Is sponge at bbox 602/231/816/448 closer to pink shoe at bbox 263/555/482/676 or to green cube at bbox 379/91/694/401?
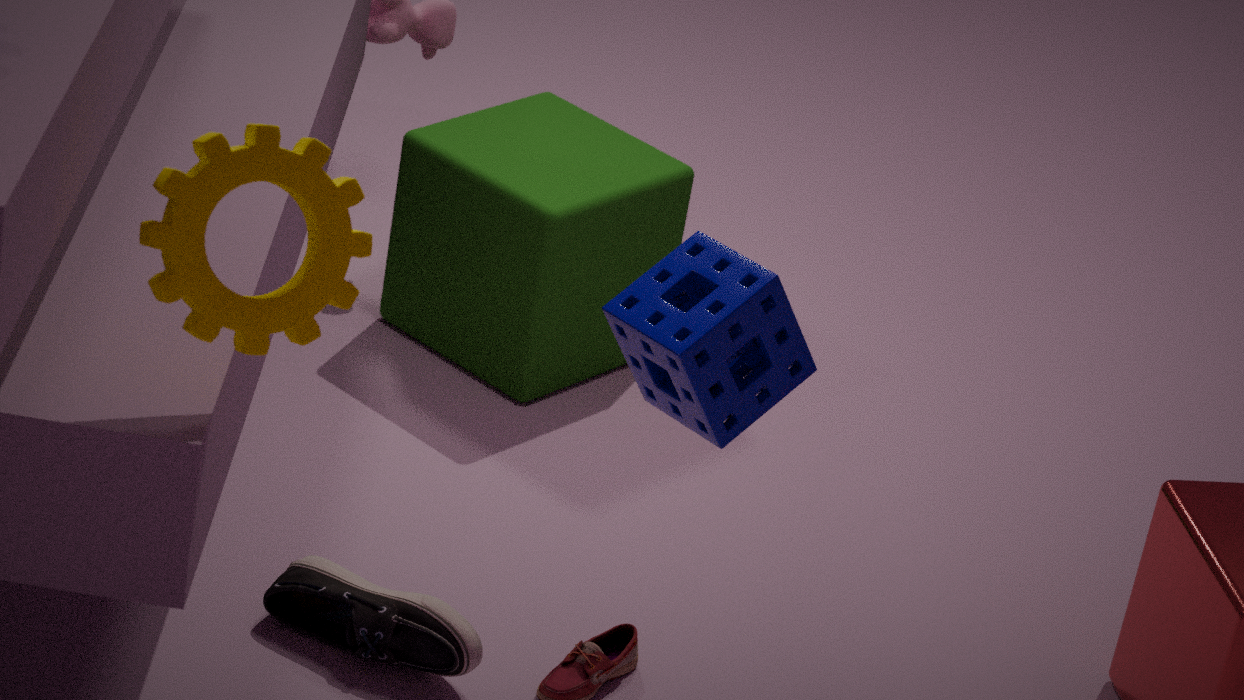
pink shoe at bbox 263/555/482/676
